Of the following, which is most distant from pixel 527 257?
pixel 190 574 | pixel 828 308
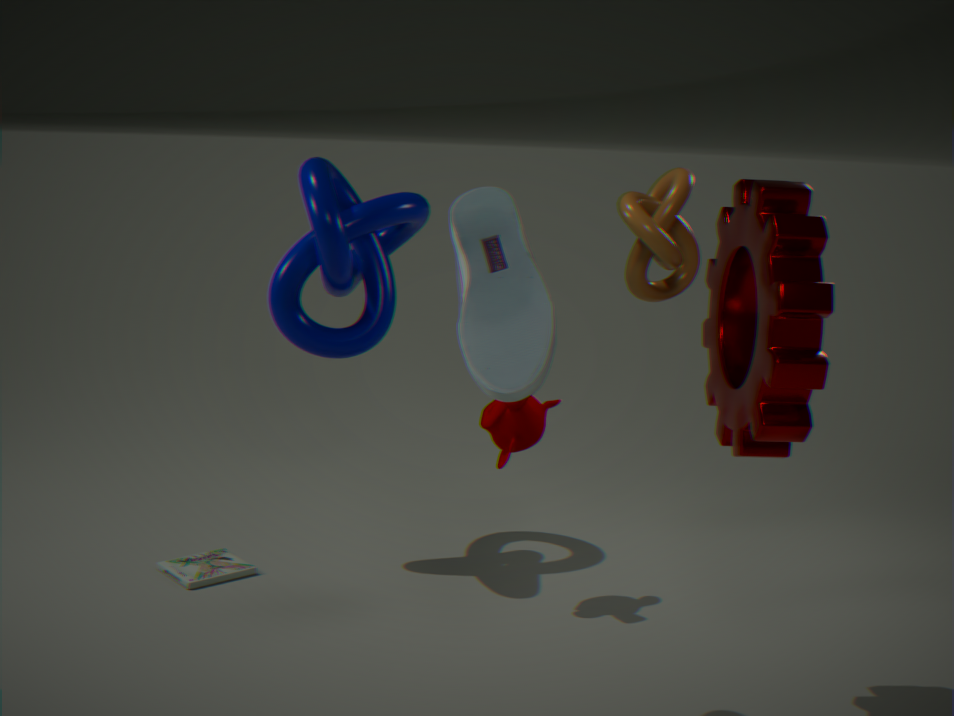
pixel 190 574
